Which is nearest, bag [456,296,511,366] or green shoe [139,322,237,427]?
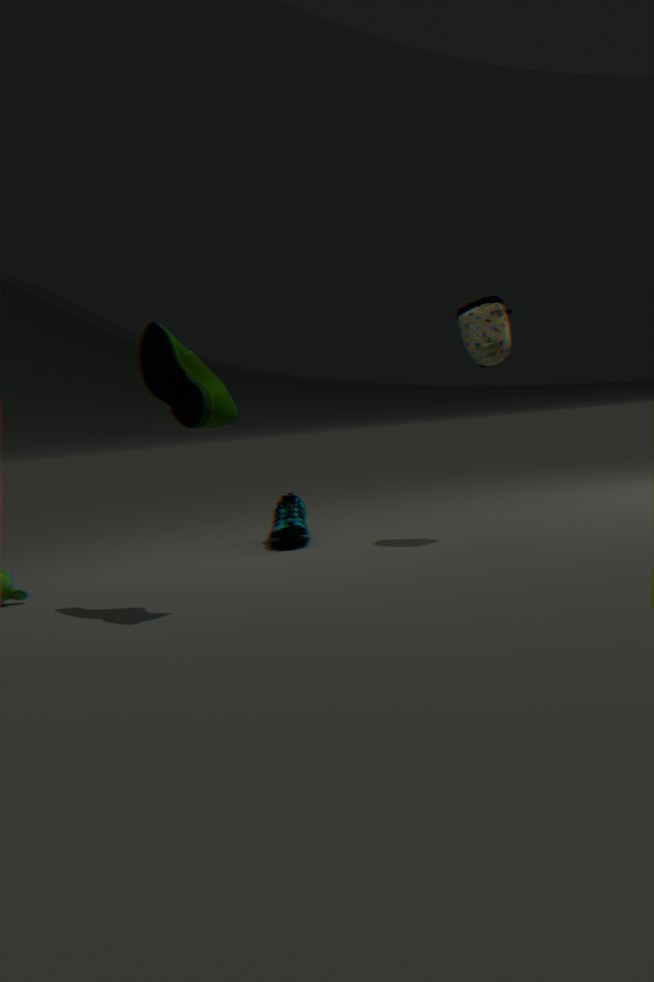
green shoe [139,322,237,427]
